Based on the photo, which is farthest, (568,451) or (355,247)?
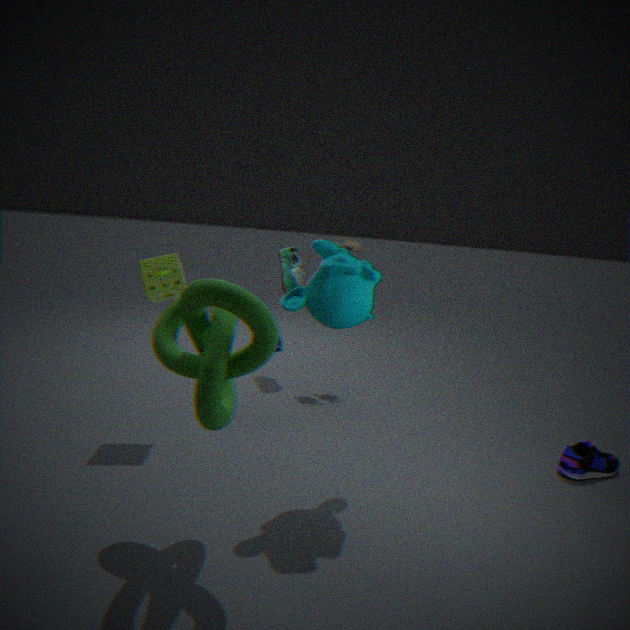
(355,247)
